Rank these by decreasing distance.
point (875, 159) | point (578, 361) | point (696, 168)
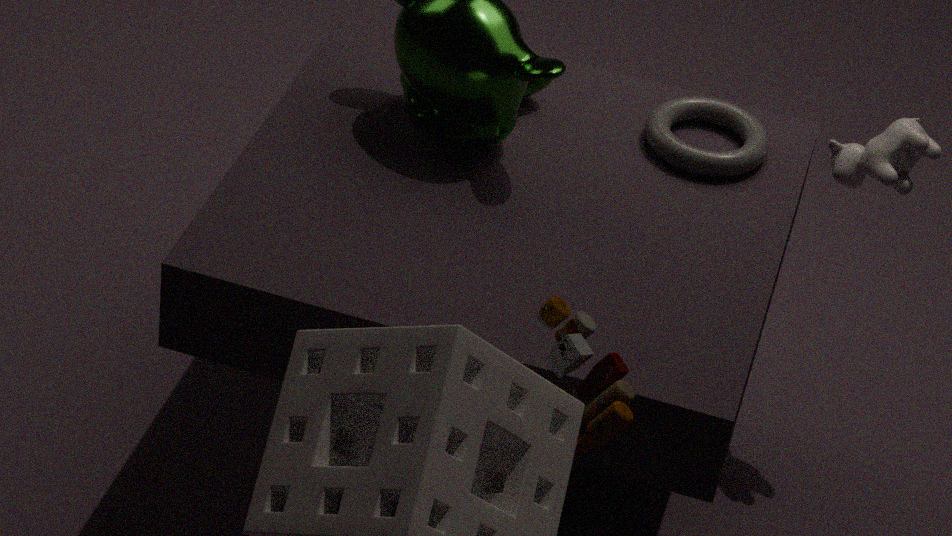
point (875, 159) → point (696, 168) → point (578, 361)
